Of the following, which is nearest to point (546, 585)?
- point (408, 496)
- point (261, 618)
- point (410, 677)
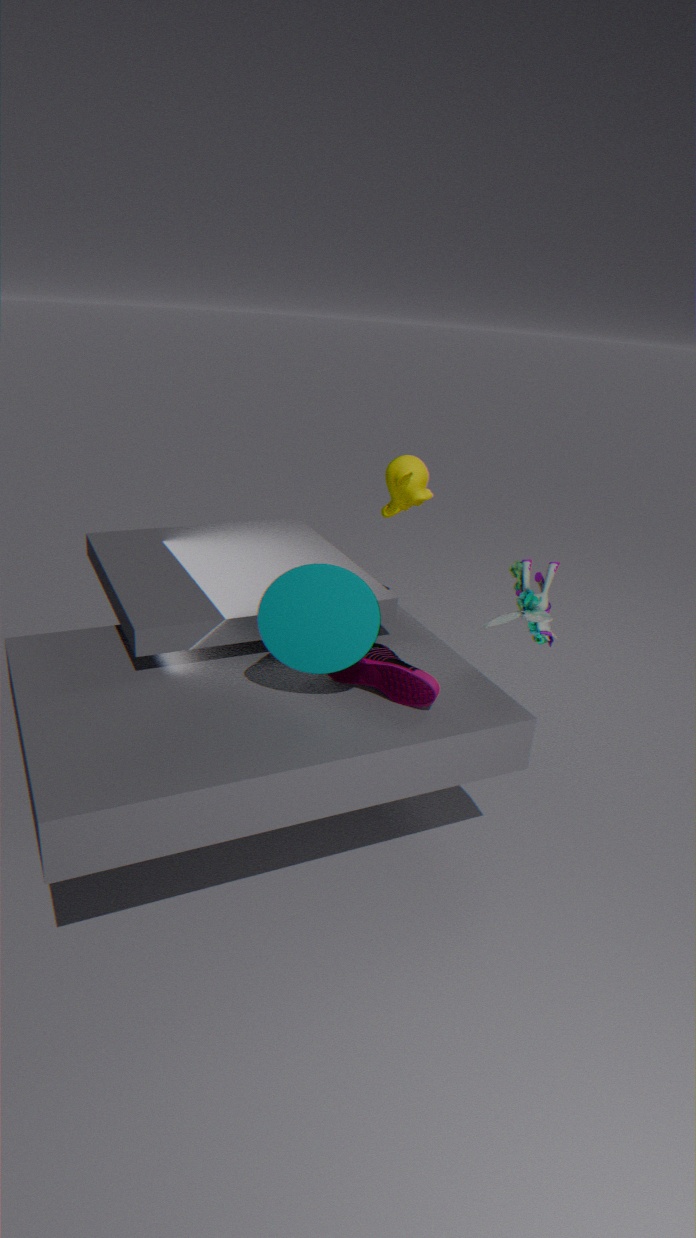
point (410, 677)
